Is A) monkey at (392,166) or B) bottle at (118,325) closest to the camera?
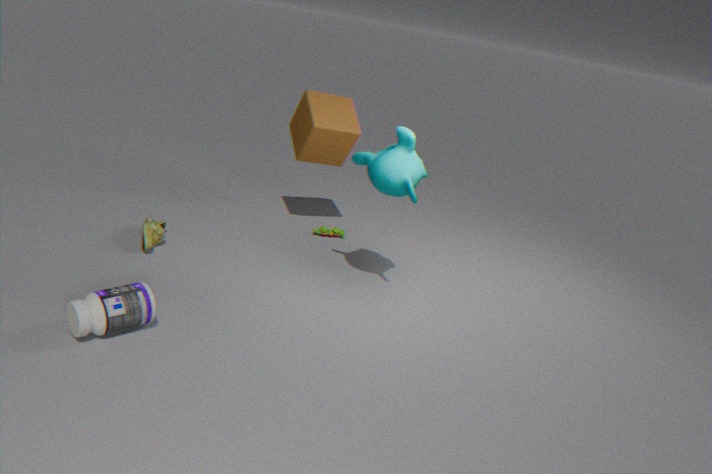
B. bottle at (118,325)
